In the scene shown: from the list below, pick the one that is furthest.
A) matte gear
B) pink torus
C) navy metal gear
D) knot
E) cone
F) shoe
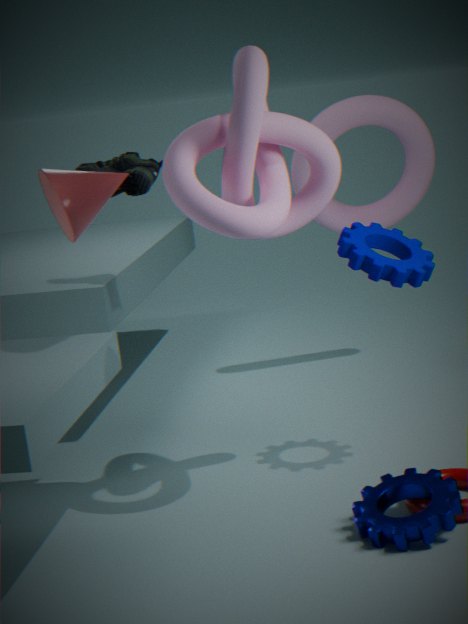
pink torus
